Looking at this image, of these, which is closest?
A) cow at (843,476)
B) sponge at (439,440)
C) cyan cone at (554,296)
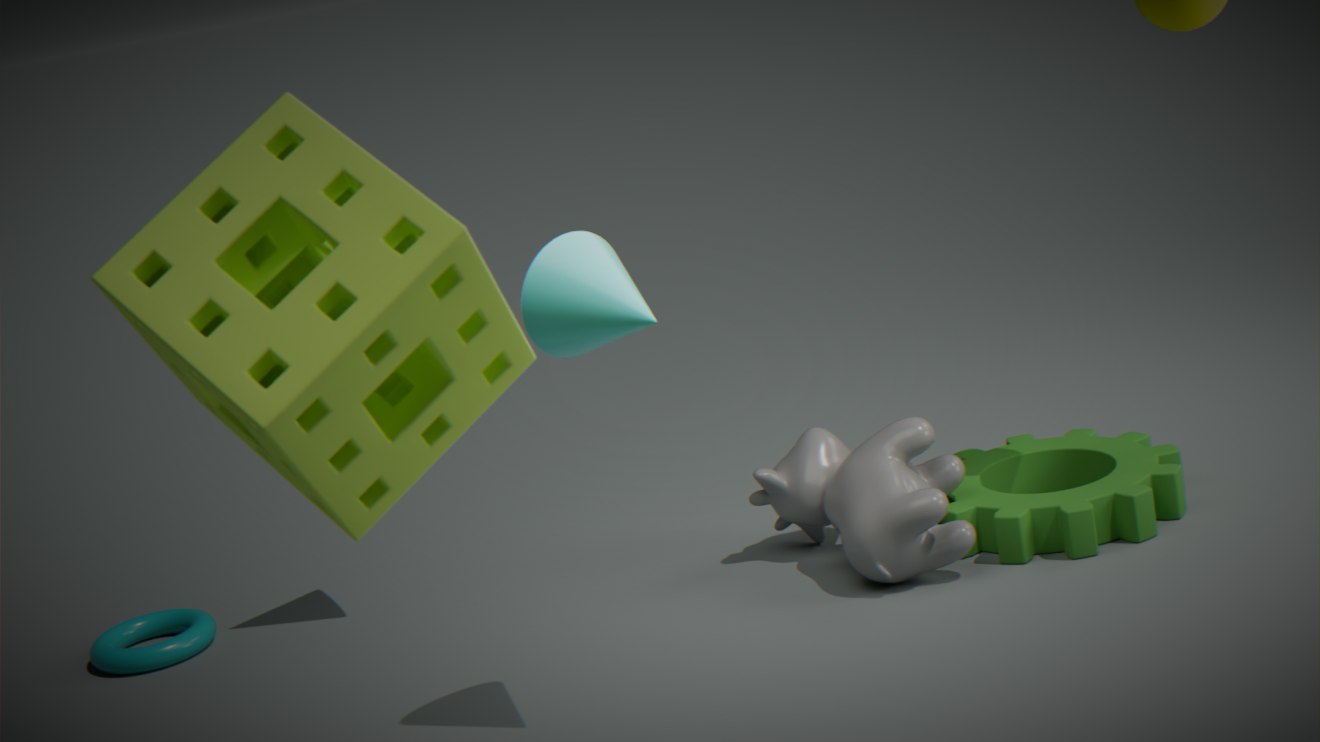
sponge at (439,440)
